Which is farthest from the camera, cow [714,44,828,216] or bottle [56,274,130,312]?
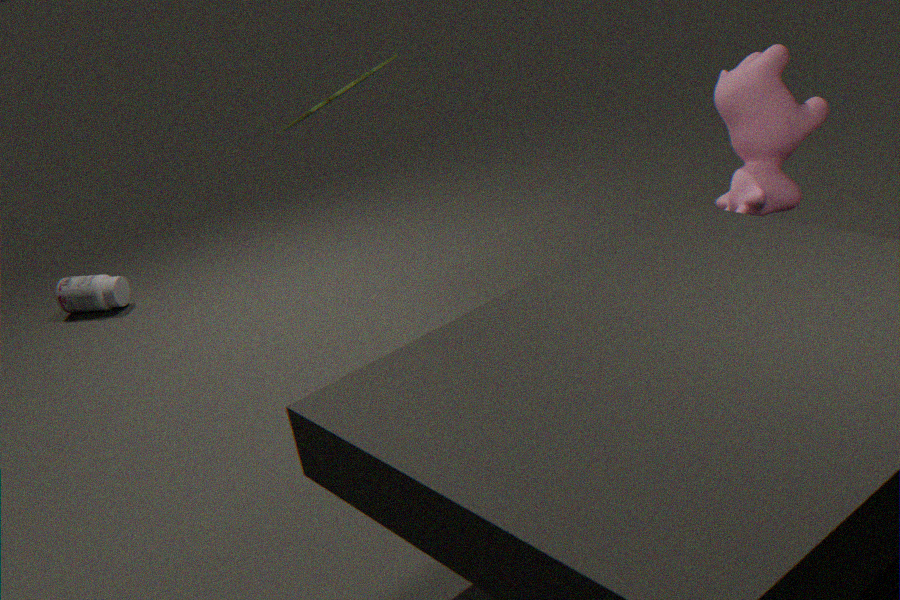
bottle [56,274,130,312]
